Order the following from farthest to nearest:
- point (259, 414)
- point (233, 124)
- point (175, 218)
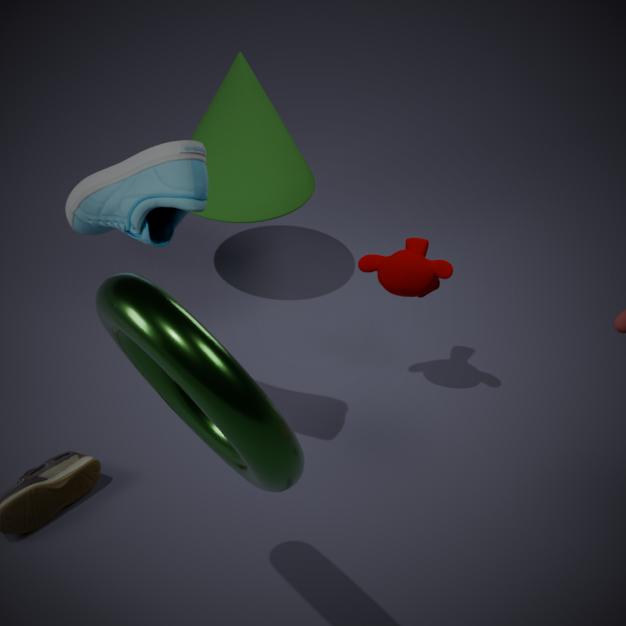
point (233, 124), point (175, 218), point (259, 414)
